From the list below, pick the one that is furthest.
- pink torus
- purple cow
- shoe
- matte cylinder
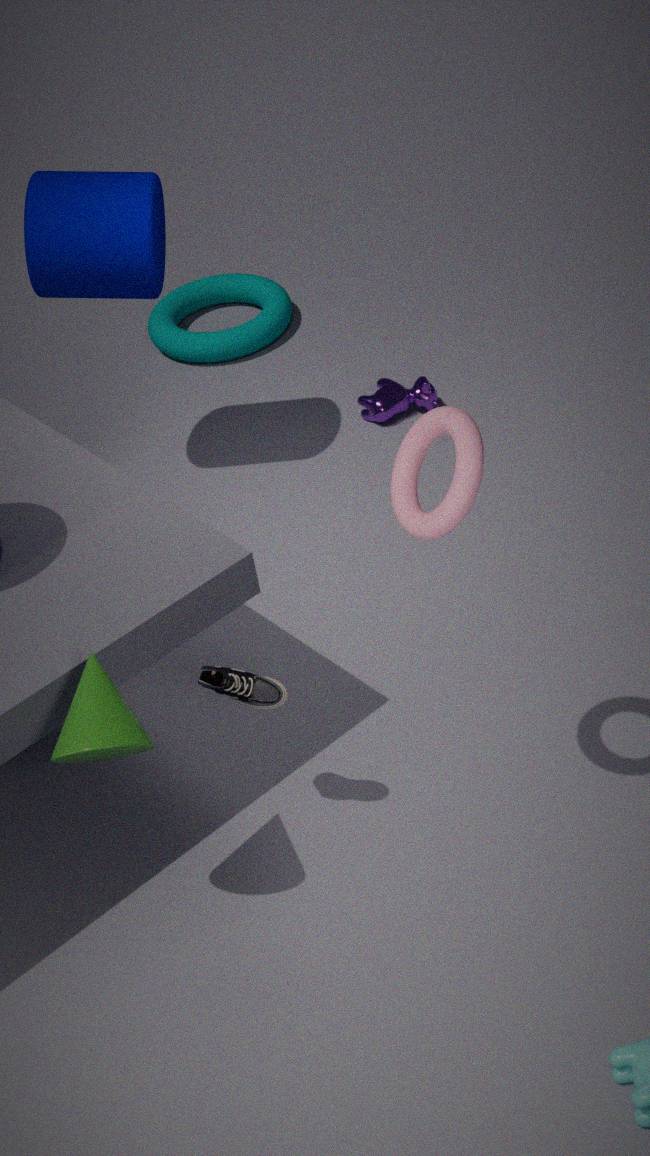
purple cow
